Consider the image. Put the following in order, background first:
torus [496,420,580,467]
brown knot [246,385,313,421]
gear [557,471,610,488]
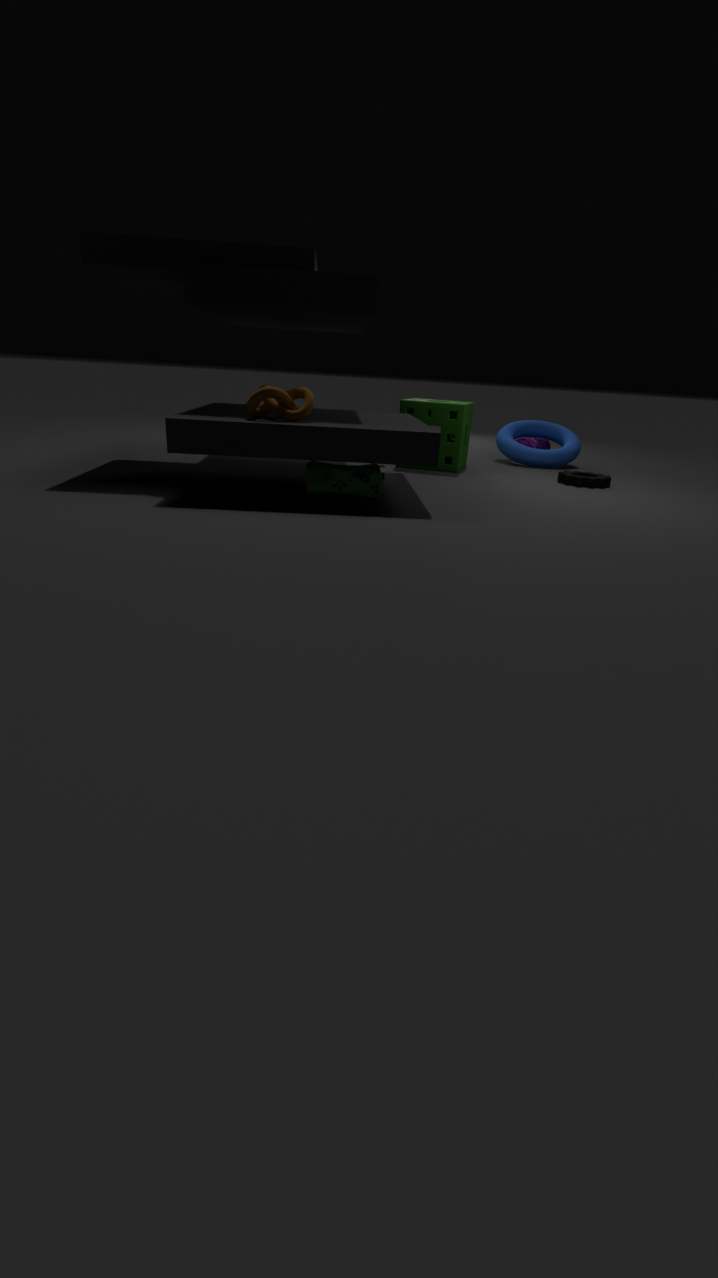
1. torus [496,420,580,467]
2. gear [557,471,610,488]
3. brown knot [246,385,313,421]
